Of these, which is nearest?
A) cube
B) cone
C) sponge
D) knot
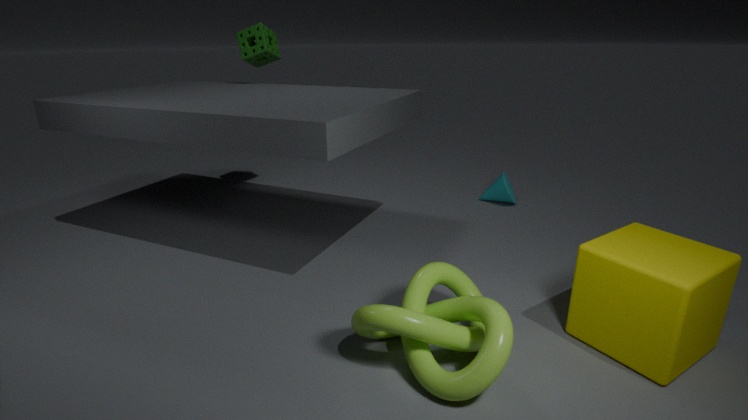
knot
